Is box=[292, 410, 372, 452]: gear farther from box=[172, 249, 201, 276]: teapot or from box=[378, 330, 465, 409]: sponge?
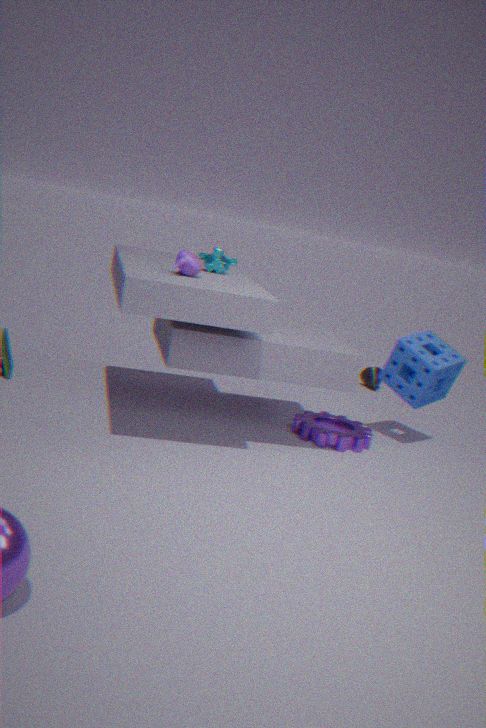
box=[172, 249, 201, 276]: teapot
